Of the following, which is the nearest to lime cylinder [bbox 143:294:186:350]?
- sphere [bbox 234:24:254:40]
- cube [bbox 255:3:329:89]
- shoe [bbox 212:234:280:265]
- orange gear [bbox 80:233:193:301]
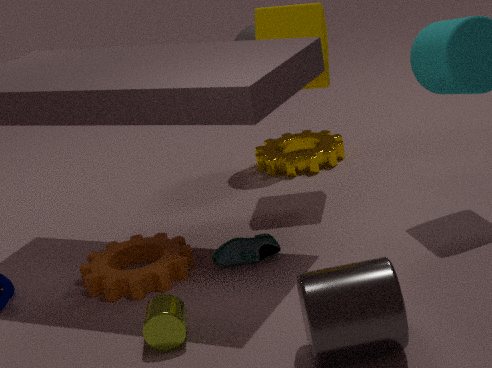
orange gear [bbox 80:233:193:301]
